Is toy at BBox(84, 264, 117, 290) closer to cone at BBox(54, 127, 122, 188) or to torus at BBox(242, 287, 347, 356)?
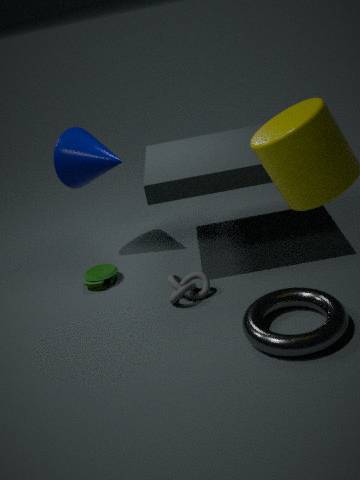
cone at BBox(54, 127, 122, 188)
